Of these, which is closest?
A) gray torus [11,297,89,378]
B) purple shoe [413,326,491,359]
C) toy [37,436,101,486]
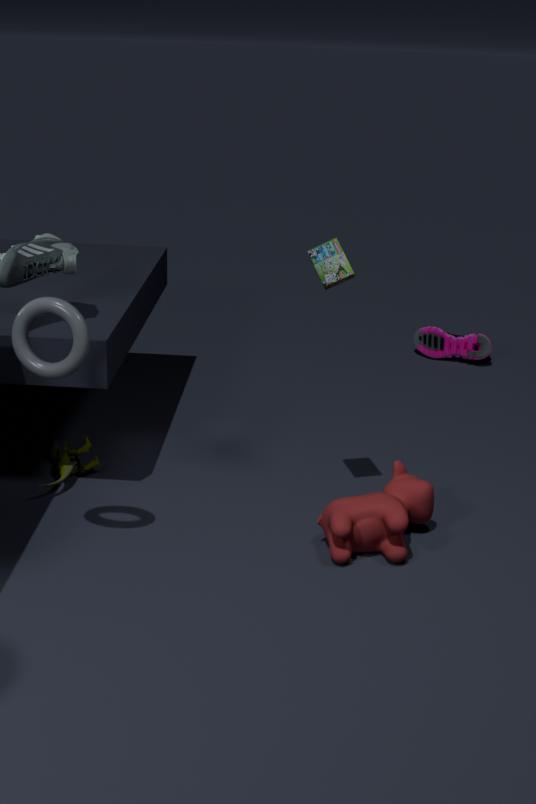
gray torus [11,297,89,378]
